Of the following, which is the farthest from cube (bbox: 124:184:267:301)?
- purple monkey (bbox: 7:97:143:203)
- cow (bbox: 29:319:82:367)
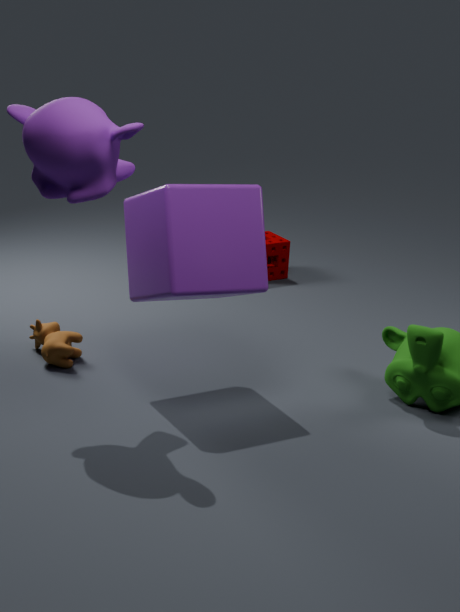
cow (bbox: 29:319:82:367)
